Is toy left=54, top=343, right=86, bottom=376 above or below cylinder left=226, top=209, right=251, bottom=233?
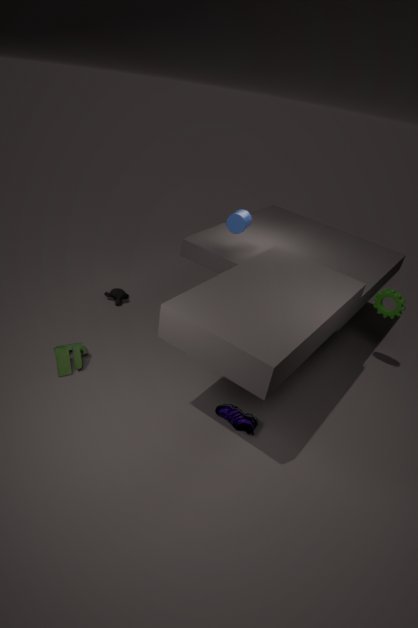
below
